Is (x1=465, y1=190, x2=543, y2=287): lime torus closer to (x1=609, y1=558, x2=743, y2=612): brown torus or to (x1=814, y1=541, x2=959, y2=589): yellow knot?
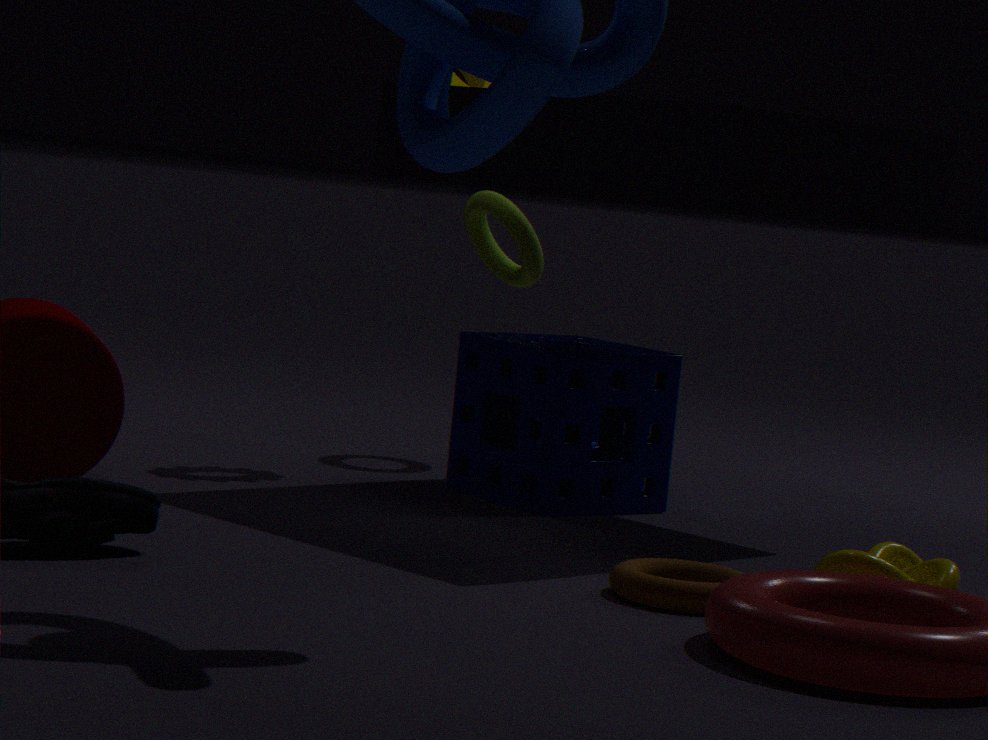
(x1=609, y1=558, x2=743, y2=612): brown torus
